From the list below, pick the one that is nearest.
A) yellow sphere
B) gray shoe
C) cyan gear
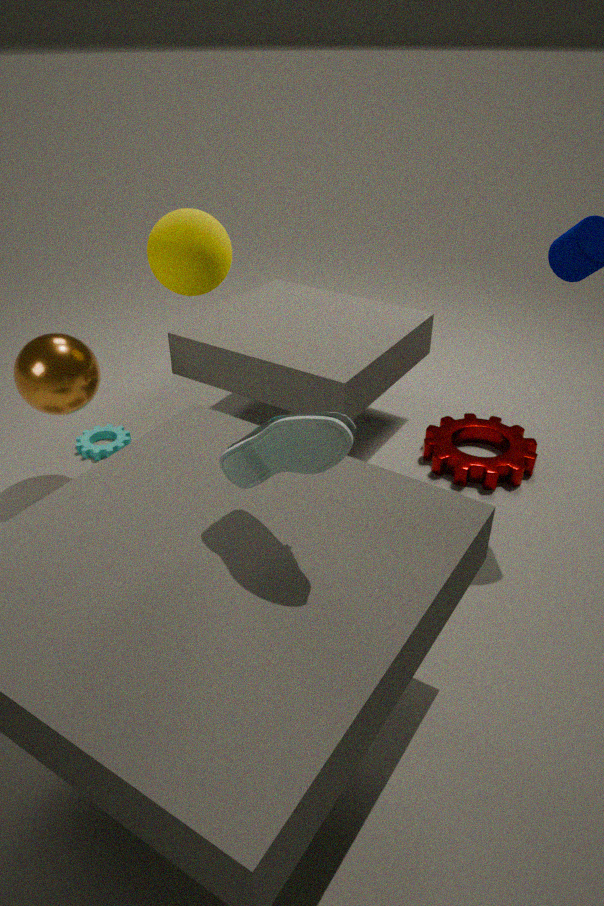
gray shoe
